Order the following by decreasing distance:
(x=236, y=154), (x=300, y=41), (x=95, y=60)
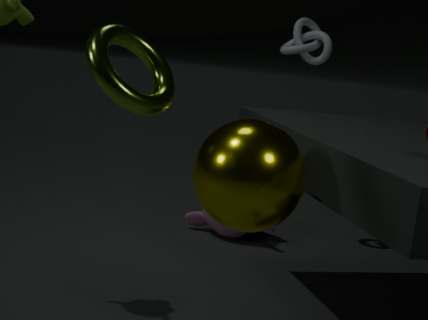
(x=300, y=41) < (x=236, y=154) < (x=95, y=60)
